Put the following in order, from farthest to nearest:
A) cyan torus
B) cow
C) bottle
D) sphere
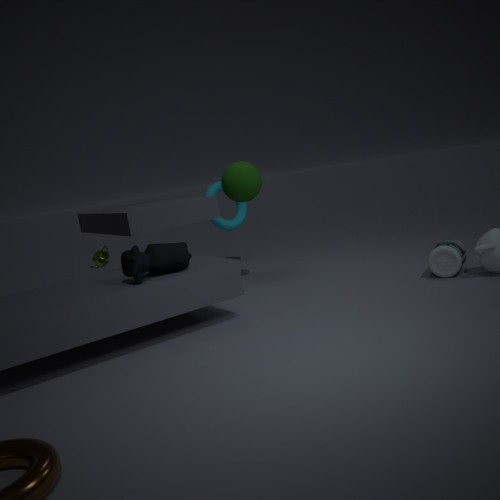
cyan torus, sphere, bottle, cow
